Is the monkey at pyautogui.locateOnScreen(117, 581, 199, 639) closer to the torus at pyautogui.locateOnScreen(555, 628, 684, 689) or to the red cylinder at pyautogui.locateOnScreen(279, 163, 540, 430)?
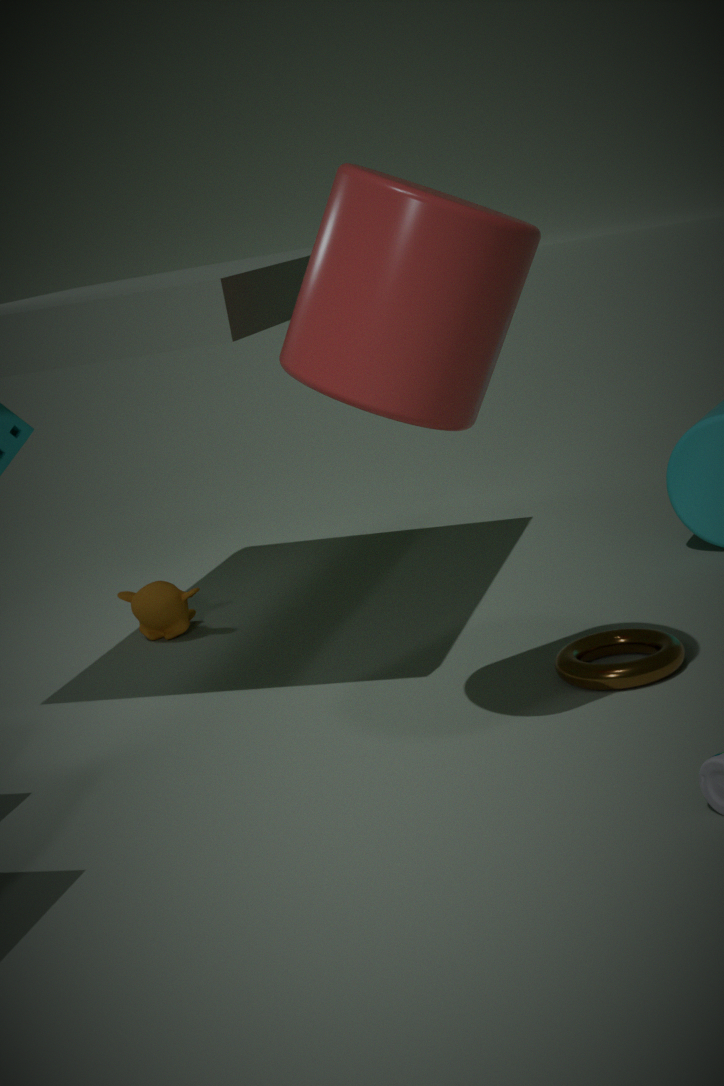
the torus at pyautogui.locateOnScreen(555, 628, 684, 689)
